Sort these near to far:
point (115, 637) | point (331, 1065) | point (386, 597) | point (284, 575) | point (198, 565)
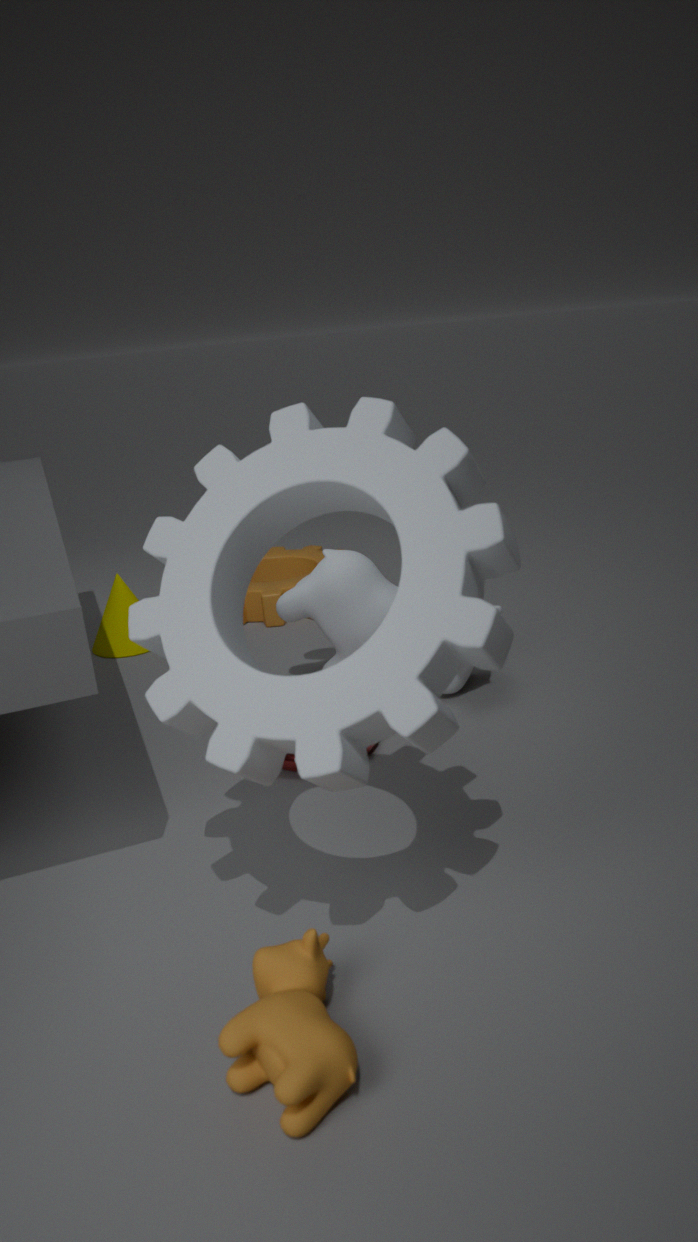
point (331, 1065) < point (198, 565) < point (386, 597) < point (115, 637) < point (284, 575)
